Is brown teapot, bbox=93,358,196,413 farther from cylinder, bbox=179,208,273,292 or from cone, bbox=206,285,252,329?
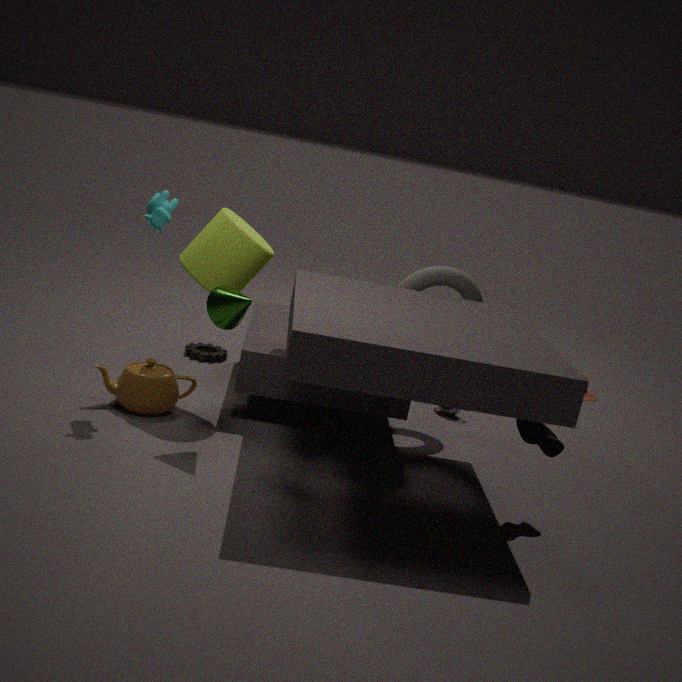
cone, bbox=206,285,252,329
